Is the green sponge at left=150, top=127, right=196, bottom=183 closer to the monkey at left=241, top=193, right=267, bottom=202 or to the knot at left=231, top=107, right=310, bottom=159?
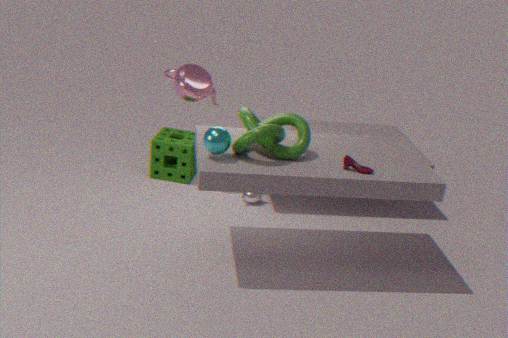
the monkey at left=241, top=193, right=267, bottom=202
